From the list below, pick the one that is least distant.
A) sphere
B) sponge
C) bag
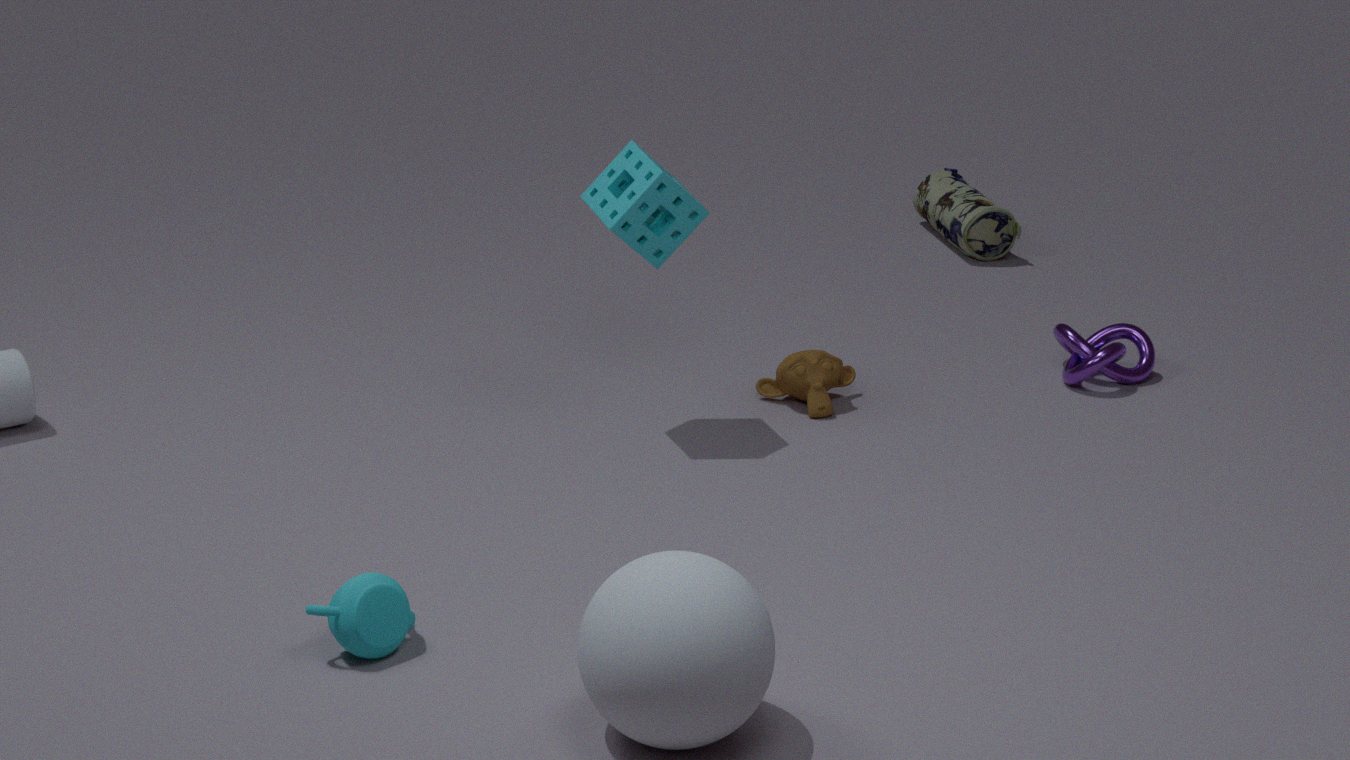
sphere
